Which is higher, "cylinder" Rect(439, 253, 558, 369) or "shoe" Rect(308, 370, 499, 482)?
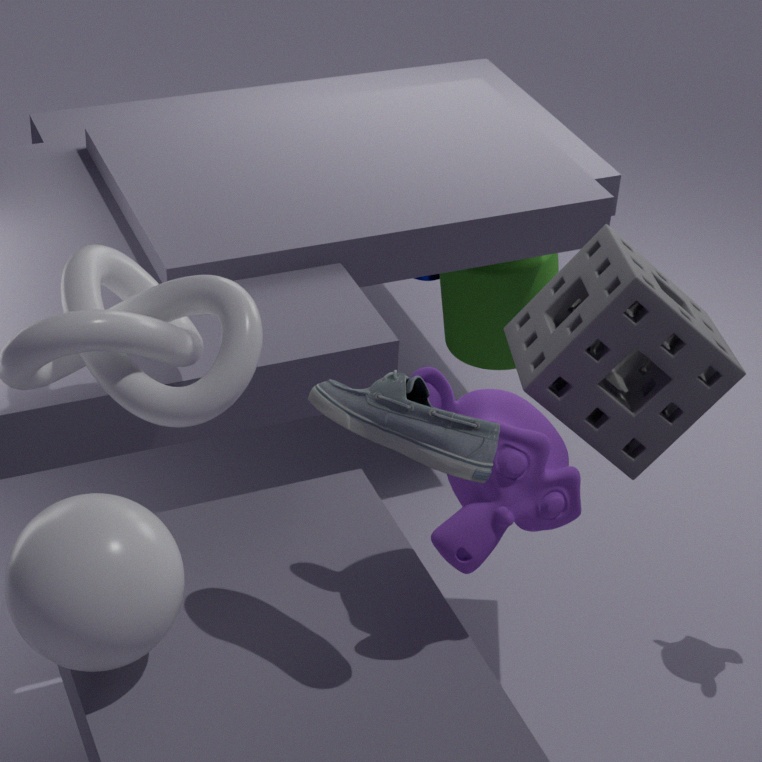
"shoe" Rect(308, 370, 499, 482)
